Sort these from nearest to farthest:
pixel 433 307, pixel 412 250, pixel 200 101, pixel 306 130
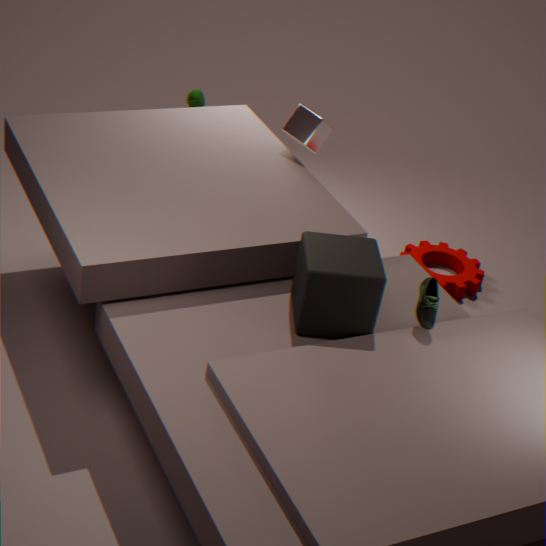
pixel 433 307 → pixel 306 130 → pixel 412 250 → pixel 200 101
